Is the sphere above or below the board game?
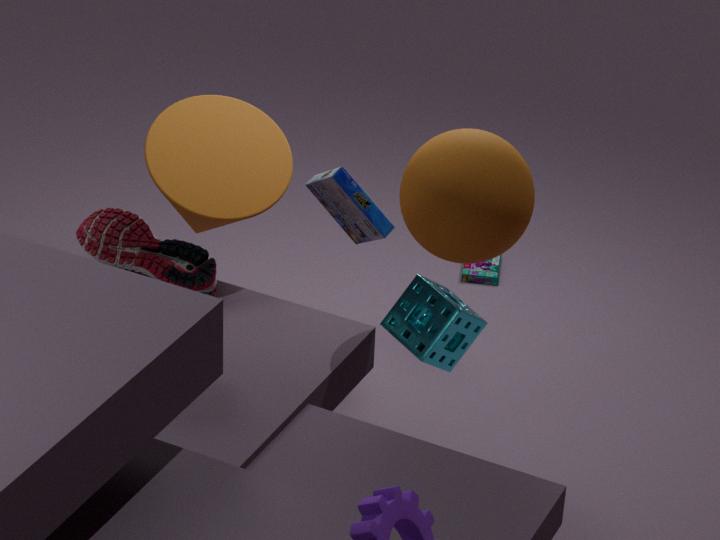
above
